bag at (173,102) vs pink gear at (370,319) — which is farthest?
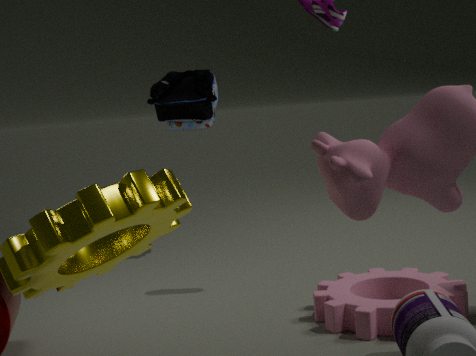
bag at (173,102)
